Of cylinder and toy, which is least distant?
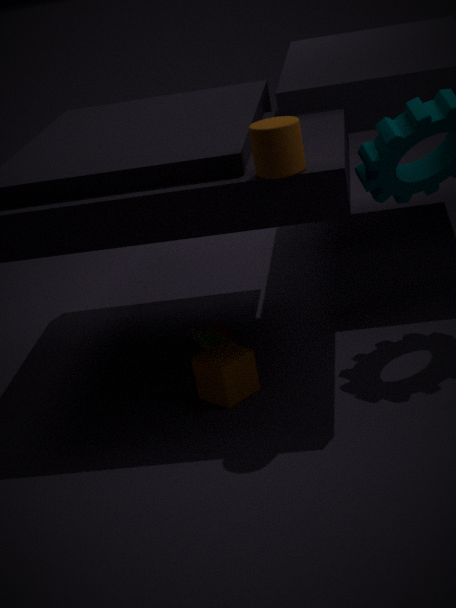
cylinder
